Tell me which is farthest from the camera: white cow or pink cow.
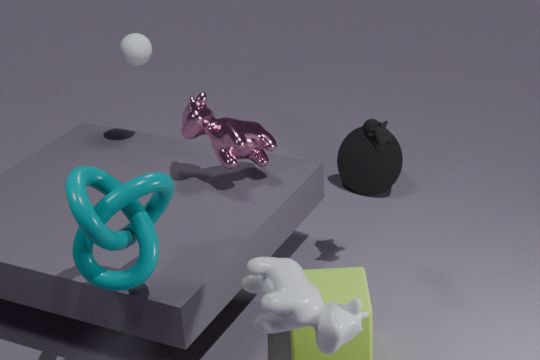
pink cow
